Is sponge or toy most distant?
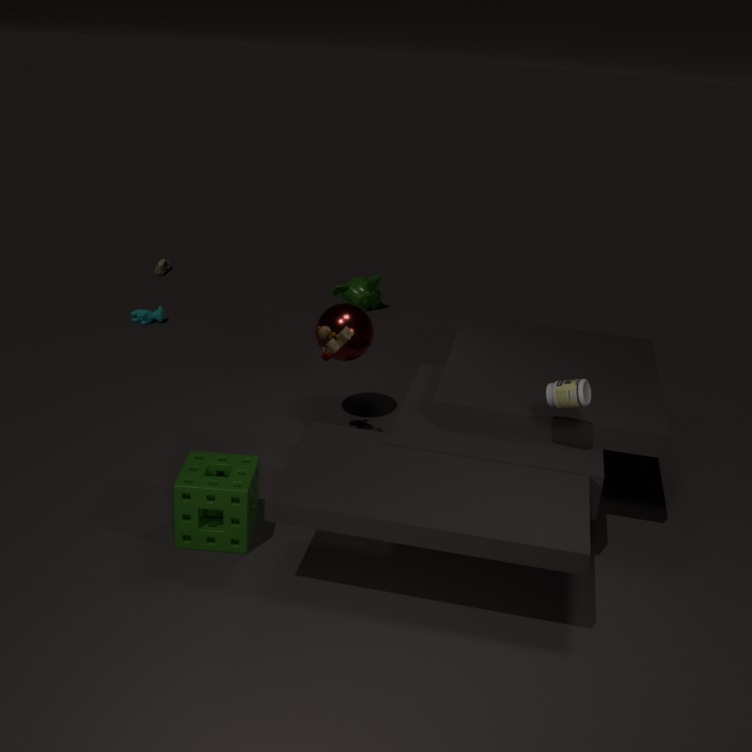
toy
